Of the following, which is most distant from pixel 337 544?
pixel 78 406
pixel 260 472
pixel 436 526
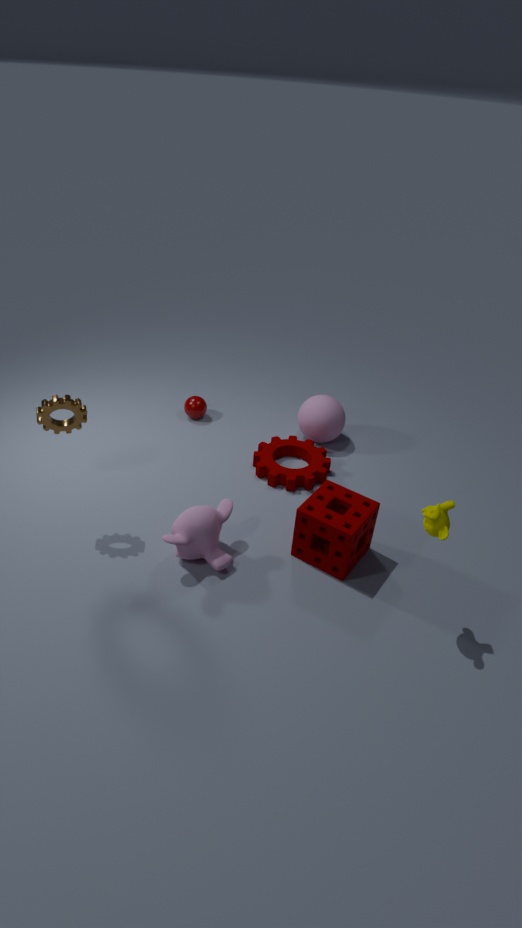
pixel 78 406
